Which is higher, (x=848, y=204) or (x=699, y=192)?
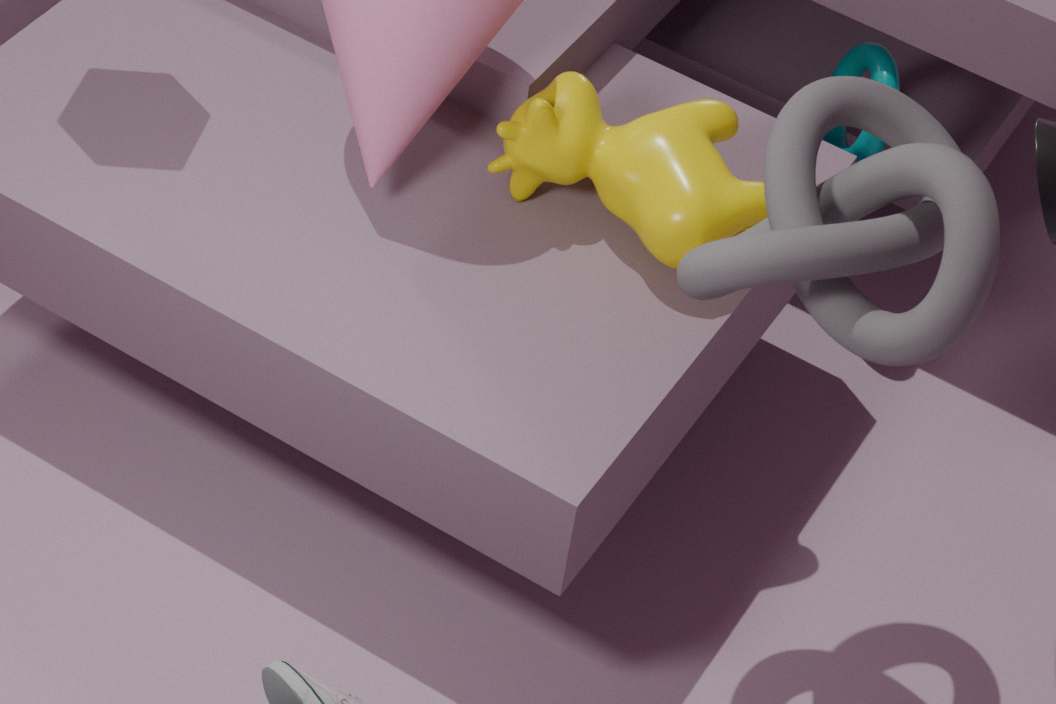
(x=848, y=204)
